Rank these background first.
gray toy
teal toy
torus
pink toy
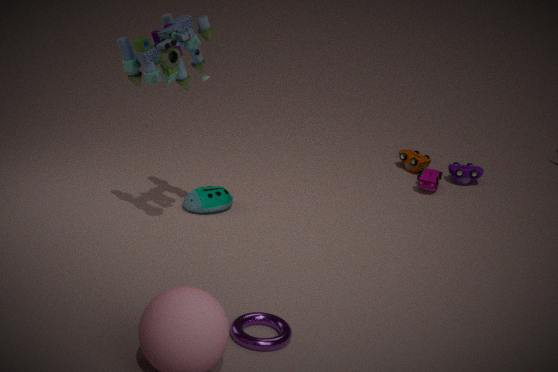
pink toy
teal toy
gray toy
torus
